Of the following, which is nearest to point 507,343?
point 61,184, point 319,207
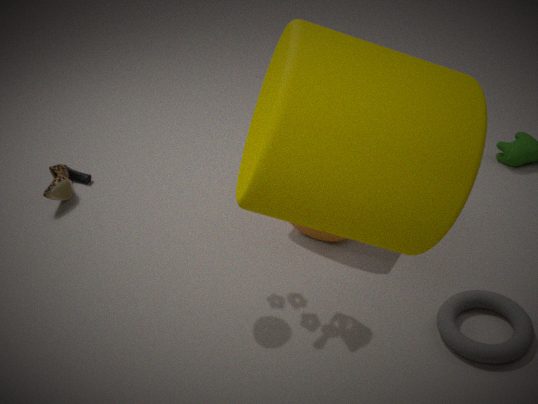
point 319,207
